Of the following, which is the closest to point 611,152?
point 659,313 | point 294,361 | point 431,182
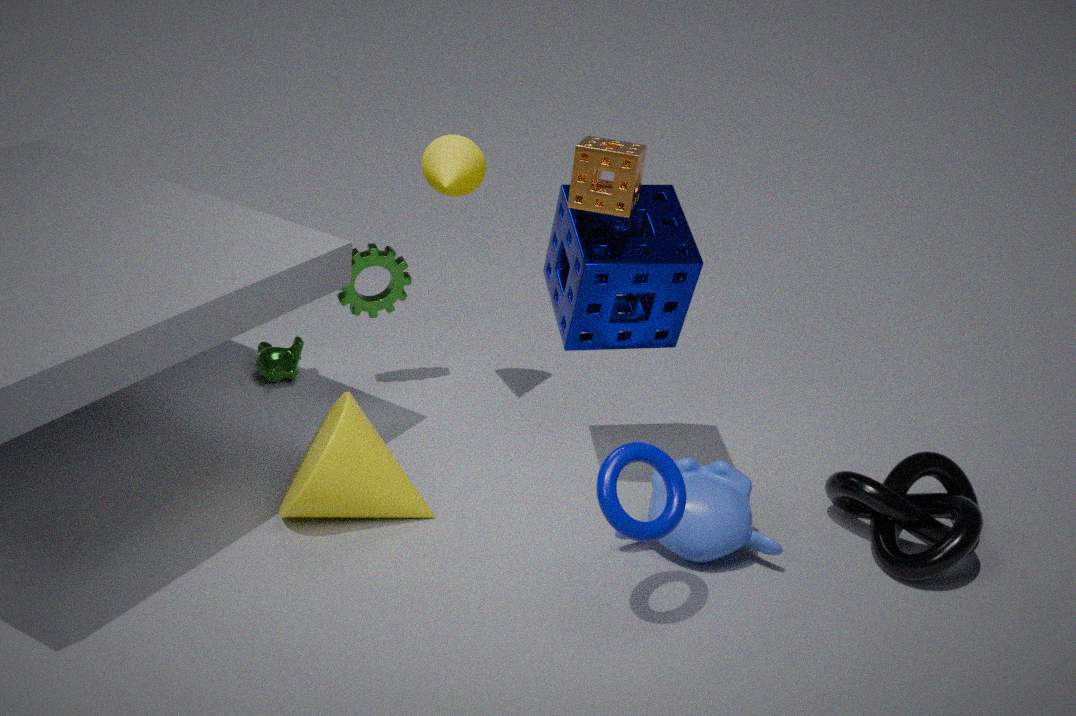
point 659,313
